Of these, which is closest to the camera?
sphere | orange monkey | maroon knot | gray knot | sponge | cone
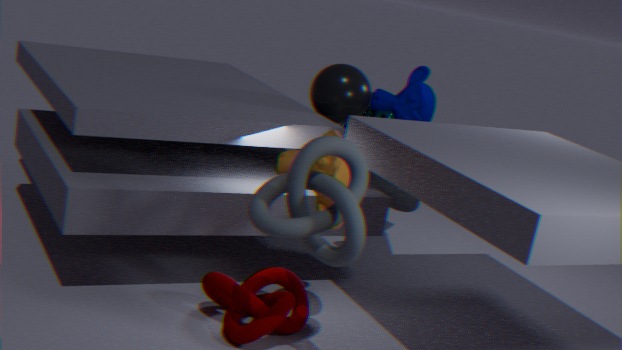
gray knot
